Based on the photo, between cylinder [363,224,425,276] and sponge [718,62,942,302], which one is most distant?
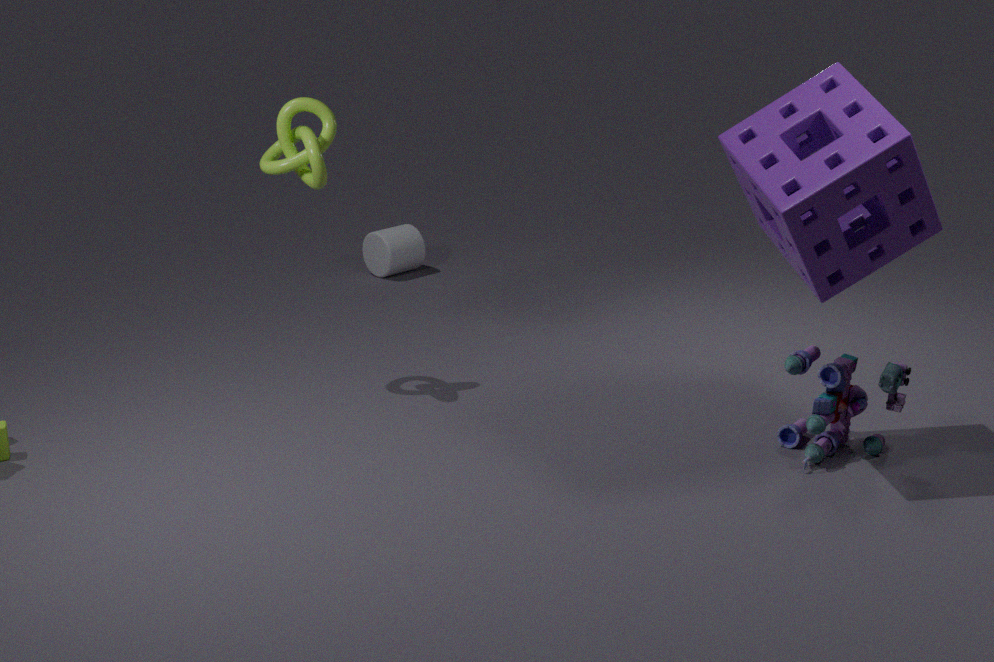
cylinder [363,224,425,276]
